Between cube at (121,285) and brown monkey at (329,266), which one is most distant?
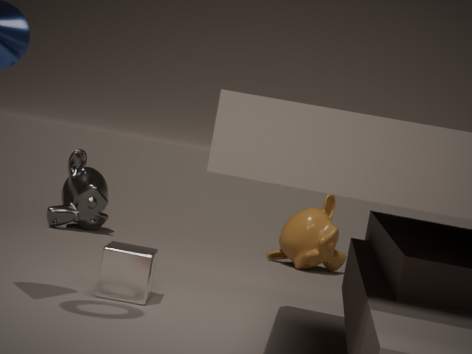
brown monkey at (329,266)
